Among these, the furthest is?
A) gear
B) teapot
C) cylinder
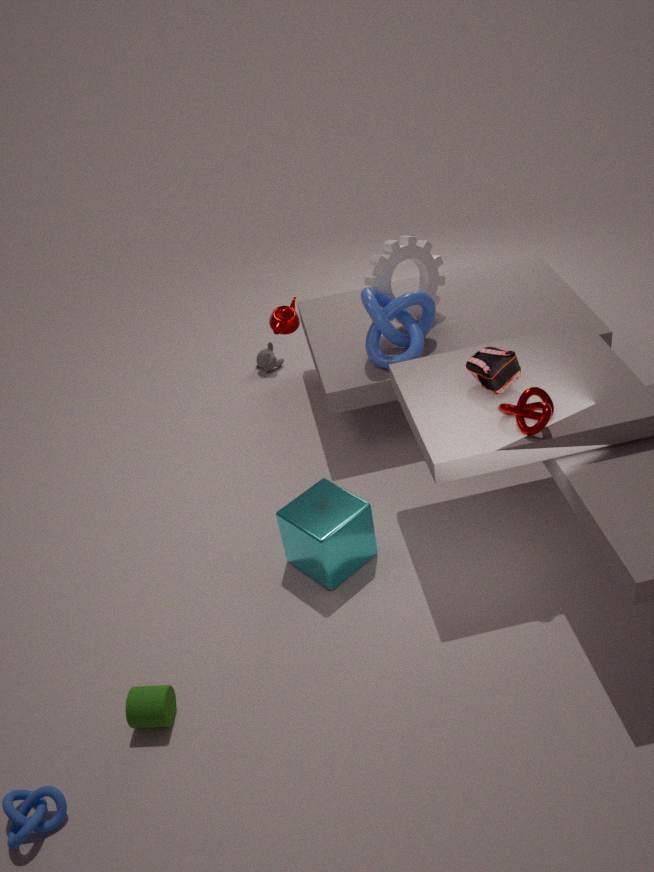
gear
